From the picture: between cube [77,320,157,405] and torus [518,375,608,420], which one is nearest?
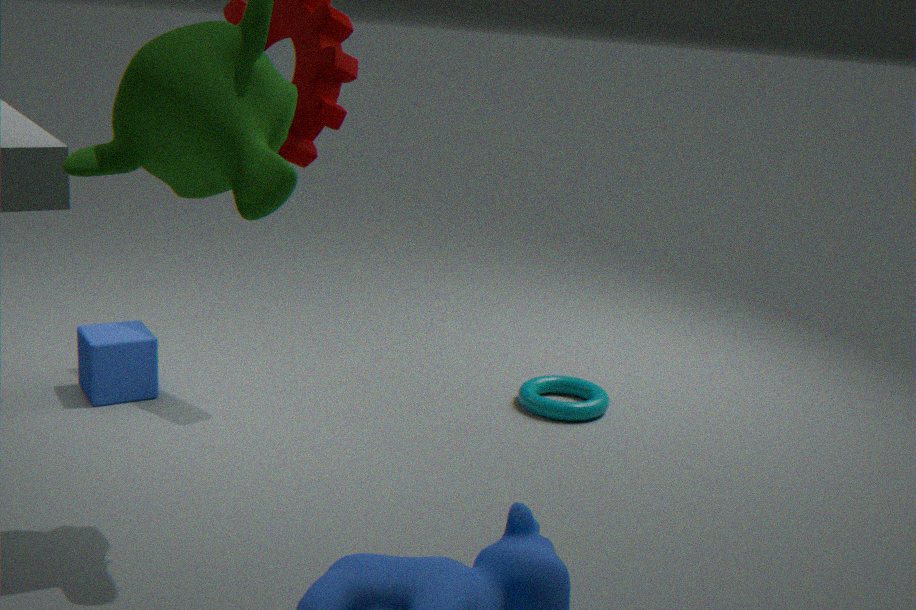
cube [77,320,157,405]
